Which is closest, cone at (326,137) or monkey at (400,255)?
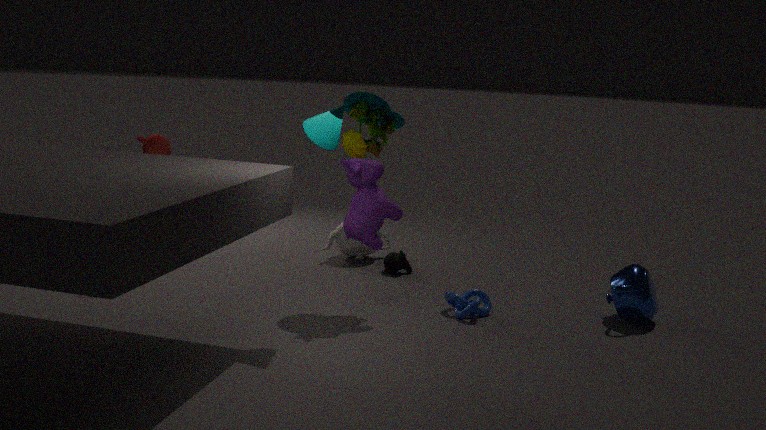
cone at (326,137)
